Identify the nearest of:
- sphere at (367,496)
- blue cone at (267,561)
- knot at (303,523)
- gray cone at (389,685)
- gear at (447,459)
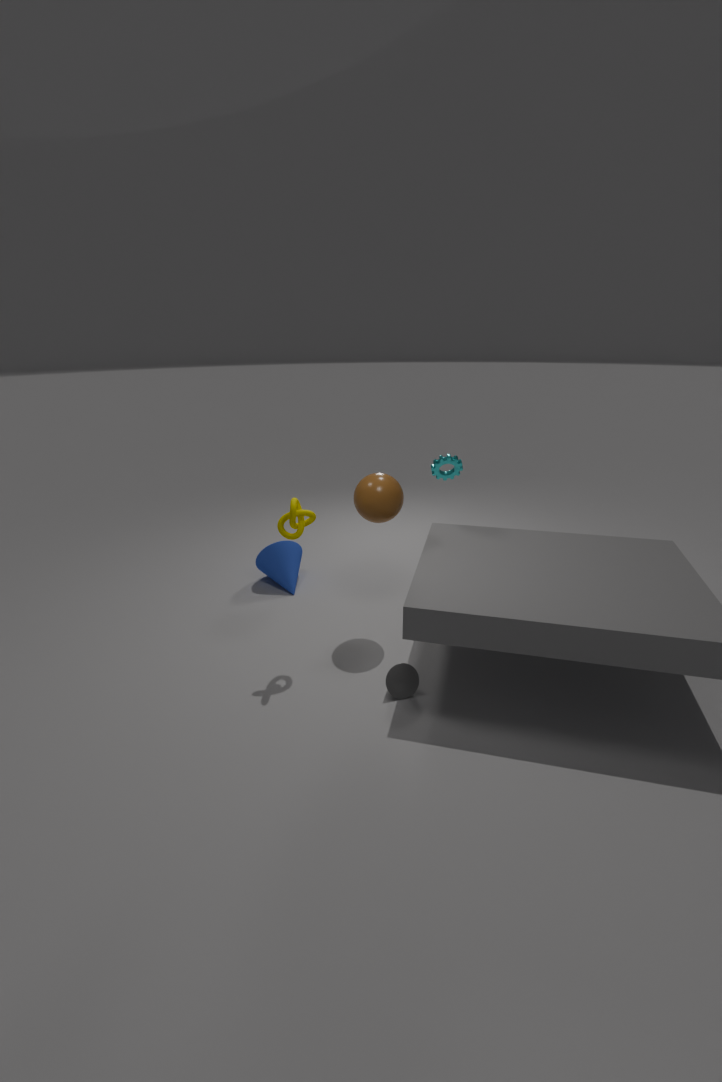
gray cone at (389,685)
